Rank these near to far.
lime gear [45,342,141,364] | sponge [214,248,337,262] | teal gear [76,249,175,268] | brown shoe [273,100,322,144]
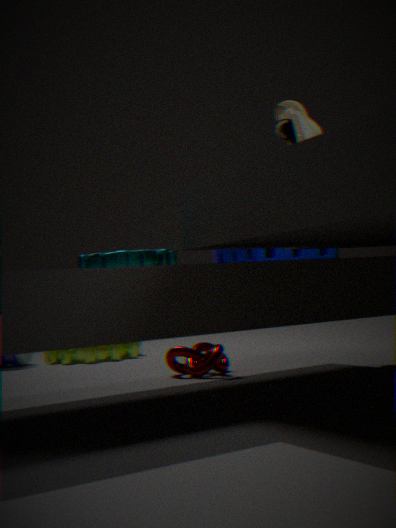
teal gear [76,249,175,268] < sponge [214,248,337,262] < brown shoe [273,100,322,144] < lime gear [45,342,141,364]
